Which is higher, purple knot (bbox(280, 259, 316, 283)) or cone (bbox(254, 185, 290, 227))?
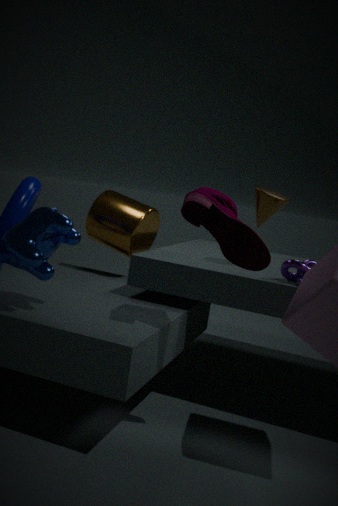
cone (bbox(254, 185, 290, 227))
